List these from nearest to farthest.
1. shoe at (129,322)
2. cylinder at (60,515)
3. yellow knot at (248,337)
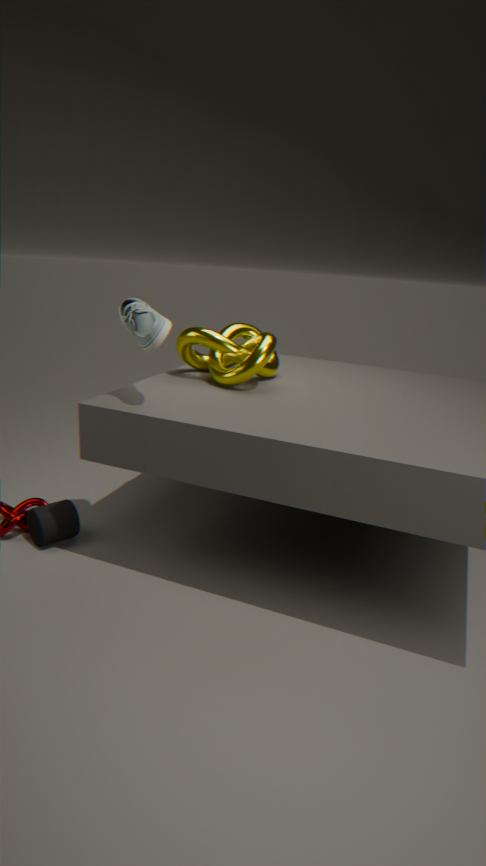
shoe at (129,322) → cylinder at (60,515) → yellow knot at (248,337)
